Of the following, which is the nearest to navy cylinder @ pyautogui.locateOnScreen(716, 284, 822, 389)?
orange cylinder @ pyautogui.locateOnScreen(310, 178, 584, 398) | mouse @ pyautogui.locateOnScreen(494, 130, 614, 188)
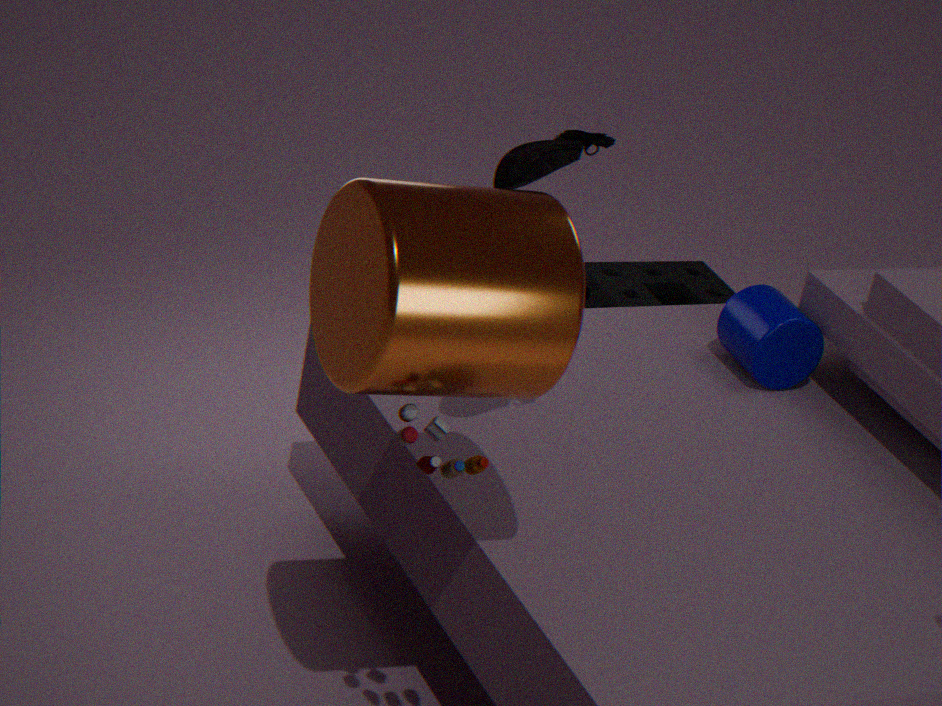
mouse @ pyautogui.locateOnScreen(494, 130, 614, 188)
